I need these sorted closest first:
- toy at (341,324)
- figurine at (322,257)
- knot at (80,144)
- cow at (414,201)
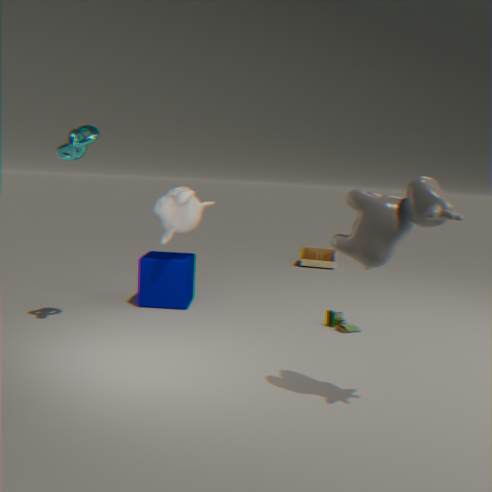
cow at (414,201)
knot at (80,144)
toy at (341,324)
figurine at (322,257)
